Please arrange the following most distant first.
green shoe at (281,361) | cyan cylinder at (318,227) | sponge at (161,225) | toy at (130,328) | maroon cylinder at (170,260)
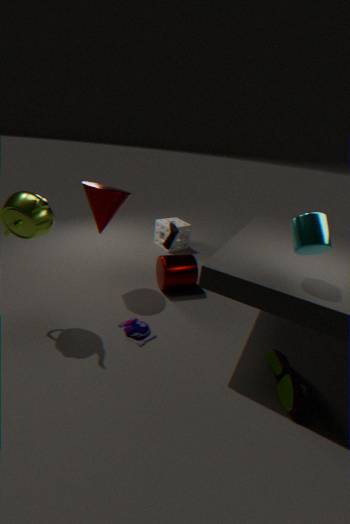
1. sponge at (161,225)
2. maroon cylinder at (170,260)
3. toy at (130,328)
4. green shoe at (281,361)
5. cyan cylinder at (318,227)
